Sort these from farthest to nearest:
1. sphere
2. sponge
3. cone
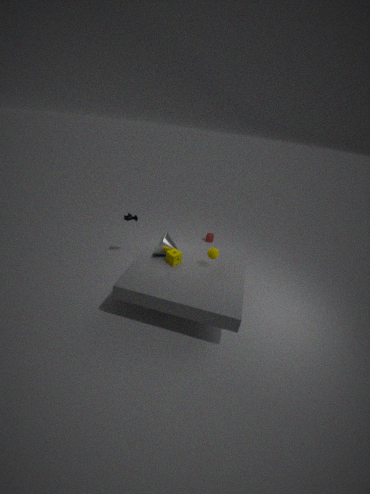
1. cone
2. sponge
3. sphere
